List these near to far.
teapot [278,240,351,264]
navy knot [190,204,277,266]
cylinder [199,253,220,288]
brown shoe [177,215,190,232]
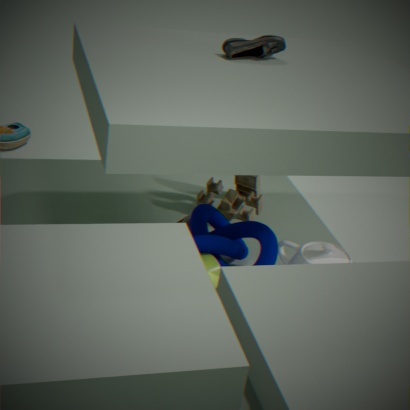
cylinder [199,253,220,288], navy knot [190,204,277,266], teapot [278,240,351,264], brown shoe [177,215,190,232]
